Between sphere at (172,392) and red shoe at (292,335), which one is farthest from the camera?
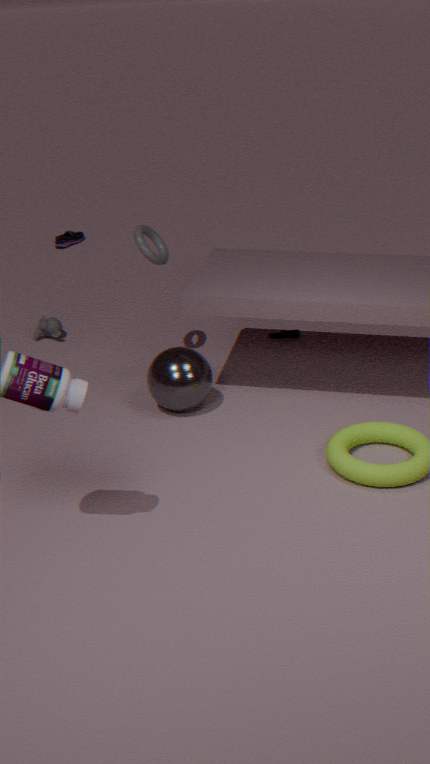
red shoe at (292,335)
